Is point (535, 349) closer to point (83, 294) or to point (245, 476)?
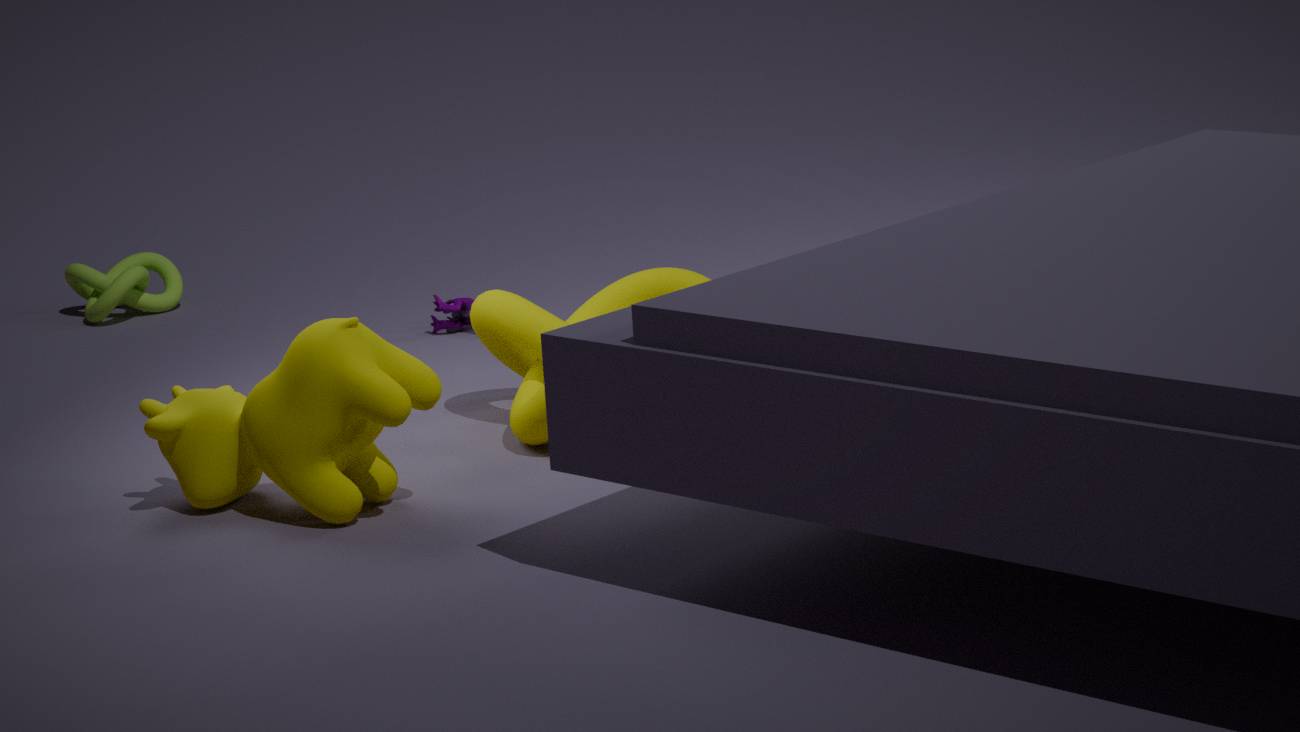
point (245, 476)
